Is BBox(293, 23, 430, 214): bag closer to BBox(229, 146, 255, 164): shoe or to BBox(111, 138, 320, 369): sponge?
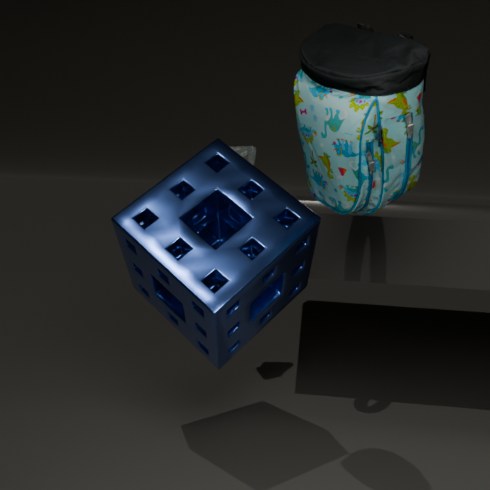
BBox(111, 138, 320, 369): sponge
